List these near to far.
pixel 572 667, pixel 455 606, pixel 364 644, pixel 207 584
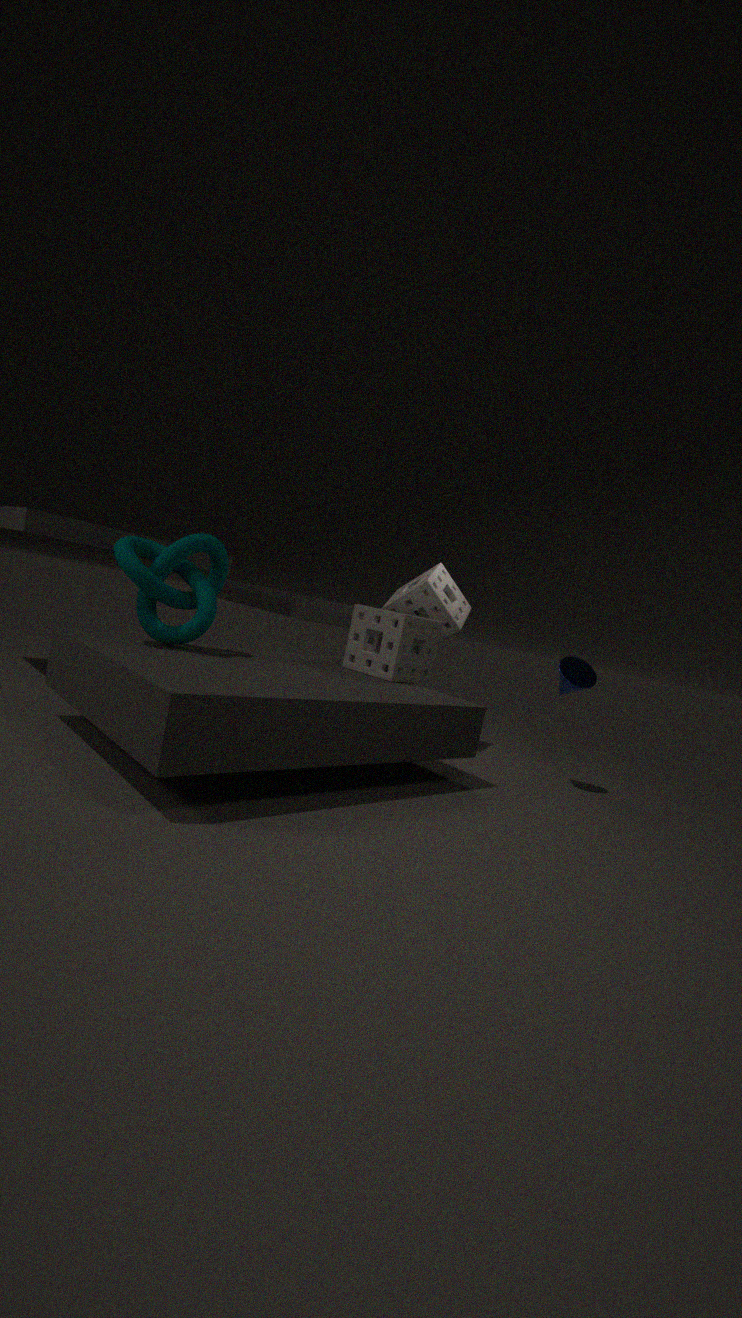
1. pixel 207 584
2. pixel 572 667
3. pixel 364 644
4. pixel 455 606
